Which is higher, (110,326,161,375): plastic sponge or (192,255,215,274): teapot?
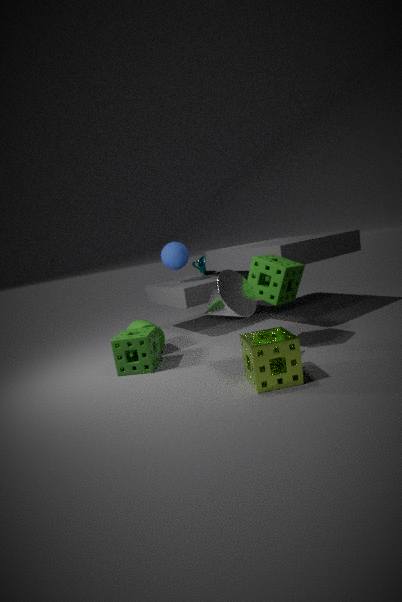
(192,255,215,274): teapot
